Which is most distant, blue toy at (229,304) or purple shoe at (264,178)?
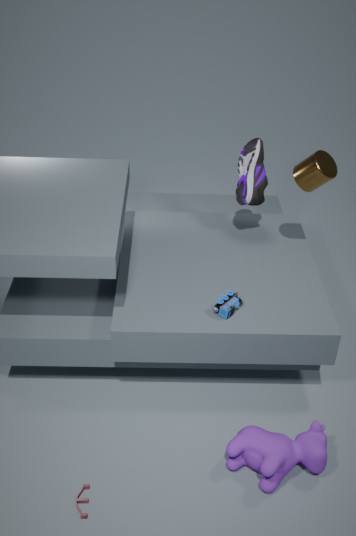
purple shoe at (264,178)
